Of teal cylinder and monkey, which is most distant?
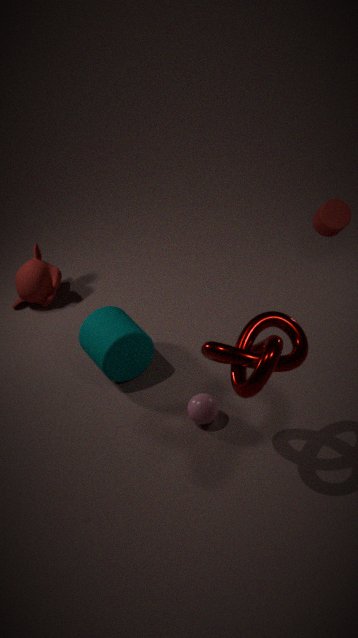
monkey
